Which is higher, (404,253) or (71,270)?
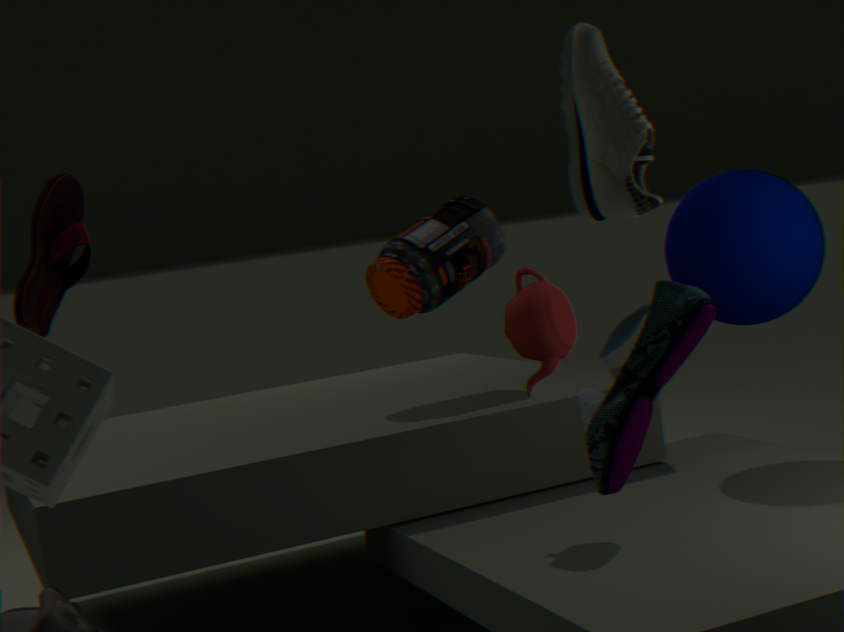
(71,270)
